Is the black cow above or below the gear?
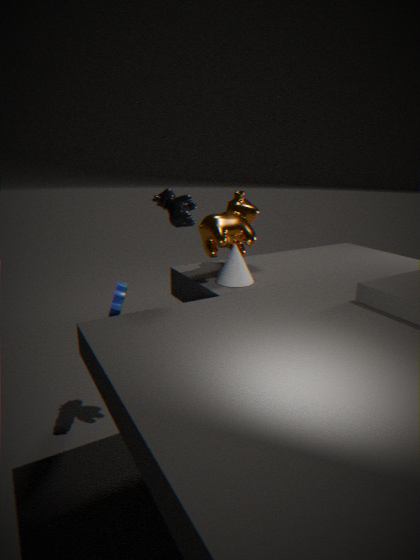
above
